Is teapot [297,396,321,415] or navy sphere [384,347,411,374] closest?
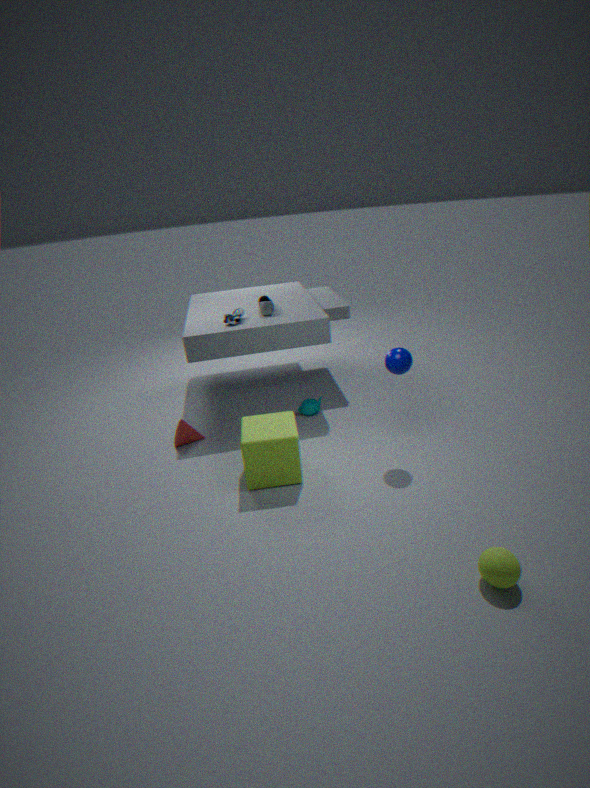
navy sphere [384,347,411,374]
